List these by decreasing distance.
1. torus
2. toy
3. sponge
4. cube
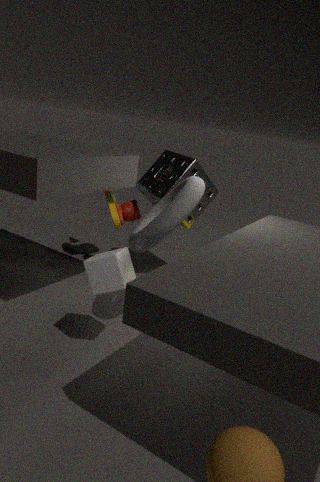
toy → sponge → torus → cube
